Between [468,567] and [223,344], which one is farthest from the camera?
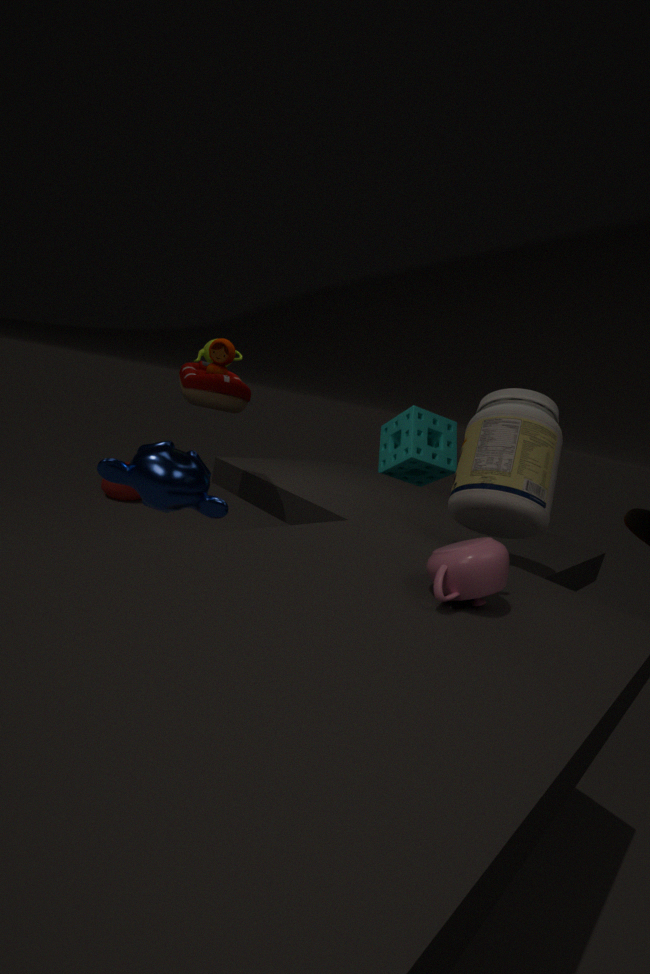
[223,344]
